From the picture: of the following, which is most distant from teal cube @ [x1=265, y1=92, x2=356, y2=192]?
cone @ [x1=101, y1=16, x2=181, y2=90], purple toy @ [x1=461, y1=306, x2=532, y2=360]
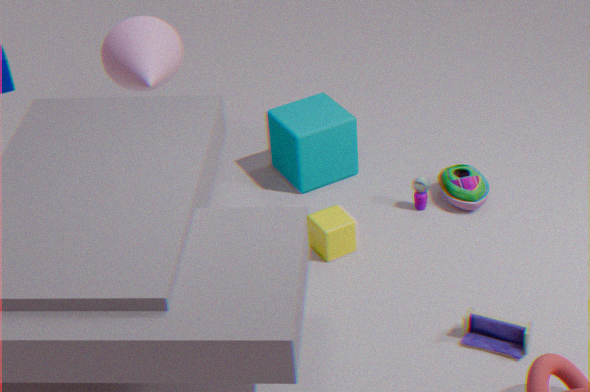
purple toy @ [x1=461, y1=306, x2=532, y2=360]
